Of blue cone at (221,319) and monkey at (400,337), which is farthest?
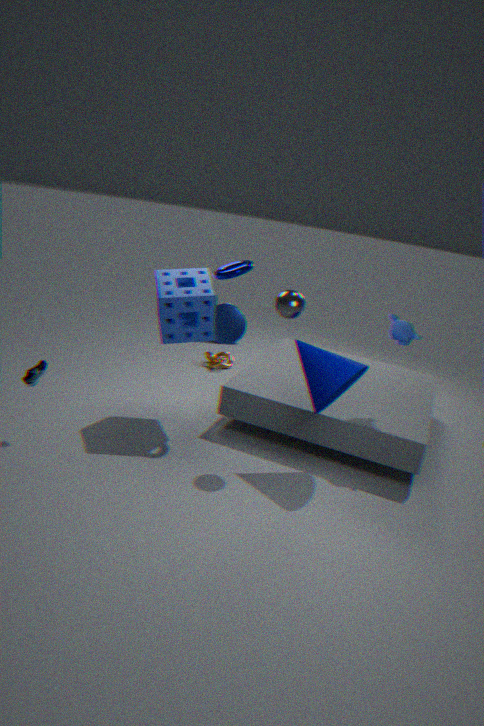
blue cone at (221,319)
